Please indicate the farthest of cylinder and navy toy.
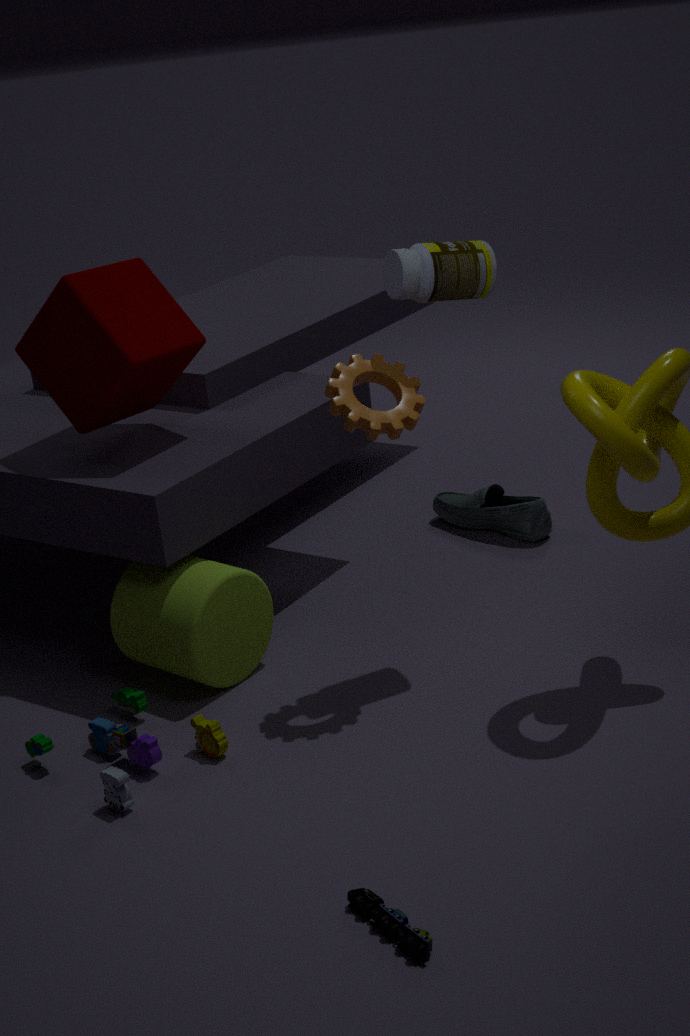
cylinder
